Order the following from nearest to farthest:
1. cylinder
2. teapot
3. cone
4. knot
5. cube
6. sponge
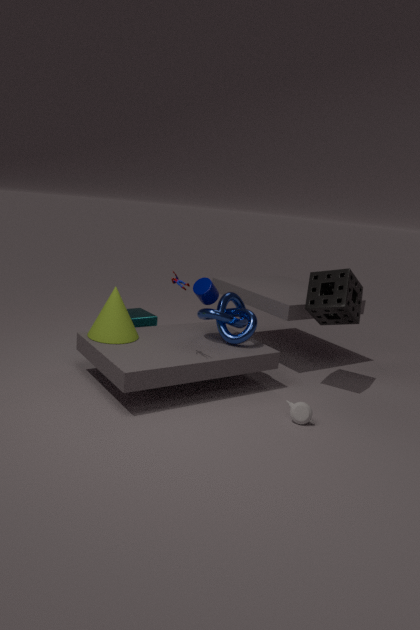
teapot → cone → sponge → cylinder → knot → cube
